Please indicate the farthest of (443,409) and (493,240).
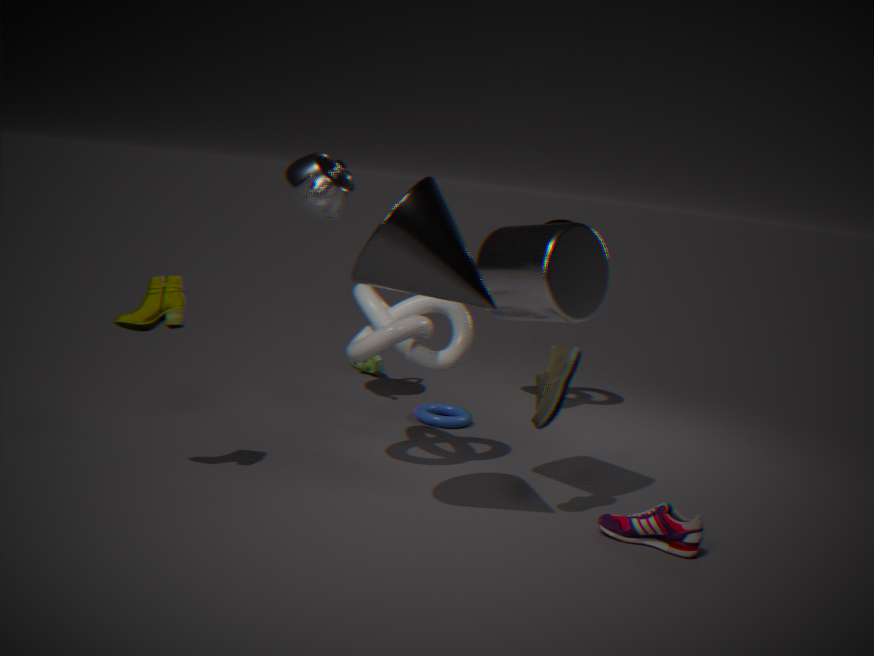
(443,409)
